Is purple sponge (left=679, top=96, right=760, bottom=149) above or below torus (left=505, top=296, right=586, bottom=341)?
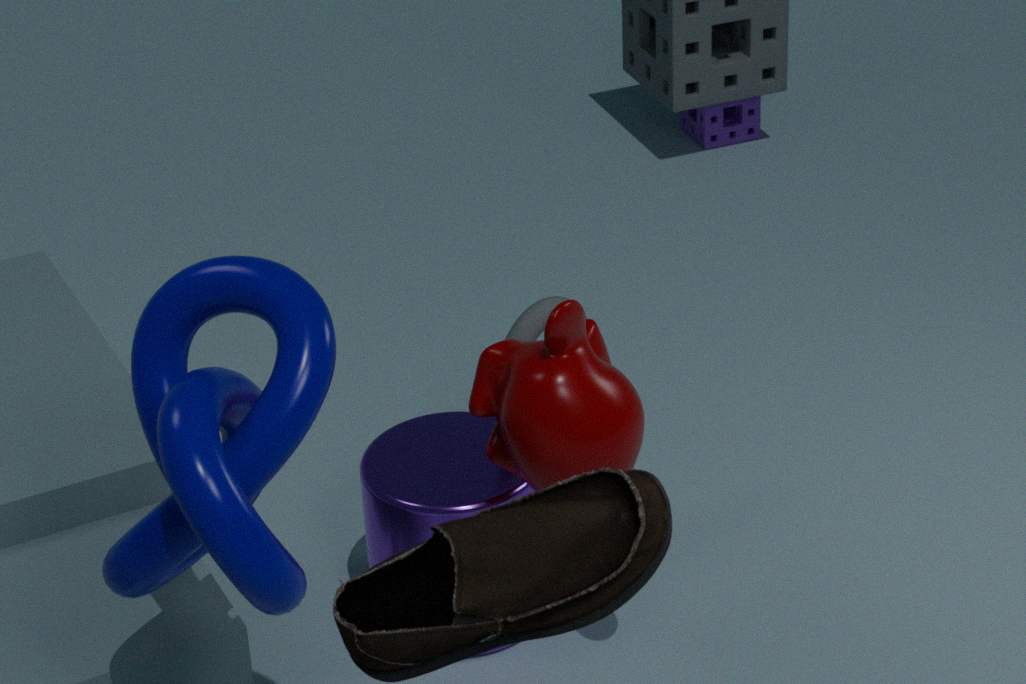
below
